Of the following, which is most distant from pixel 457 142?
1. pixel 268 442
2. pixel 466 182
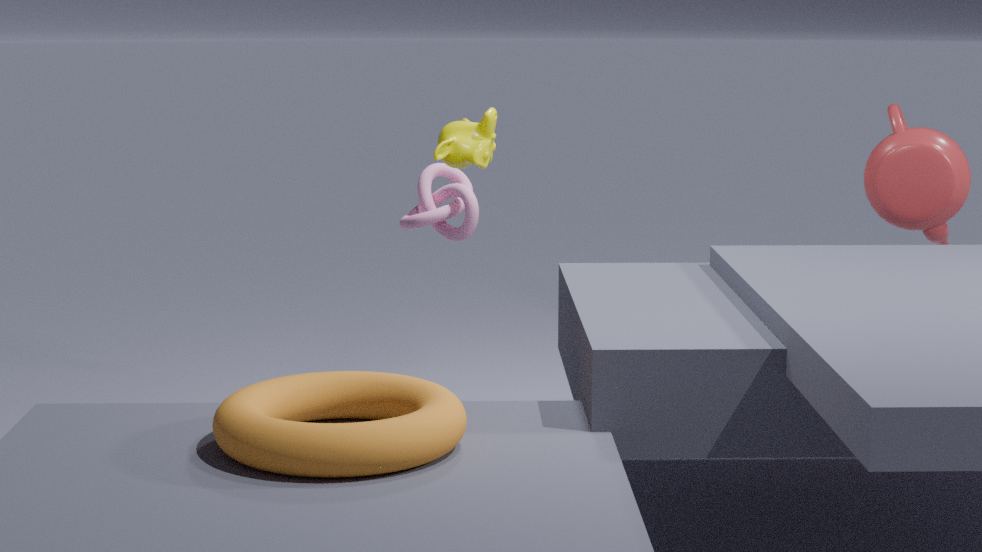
pixel 268 442
